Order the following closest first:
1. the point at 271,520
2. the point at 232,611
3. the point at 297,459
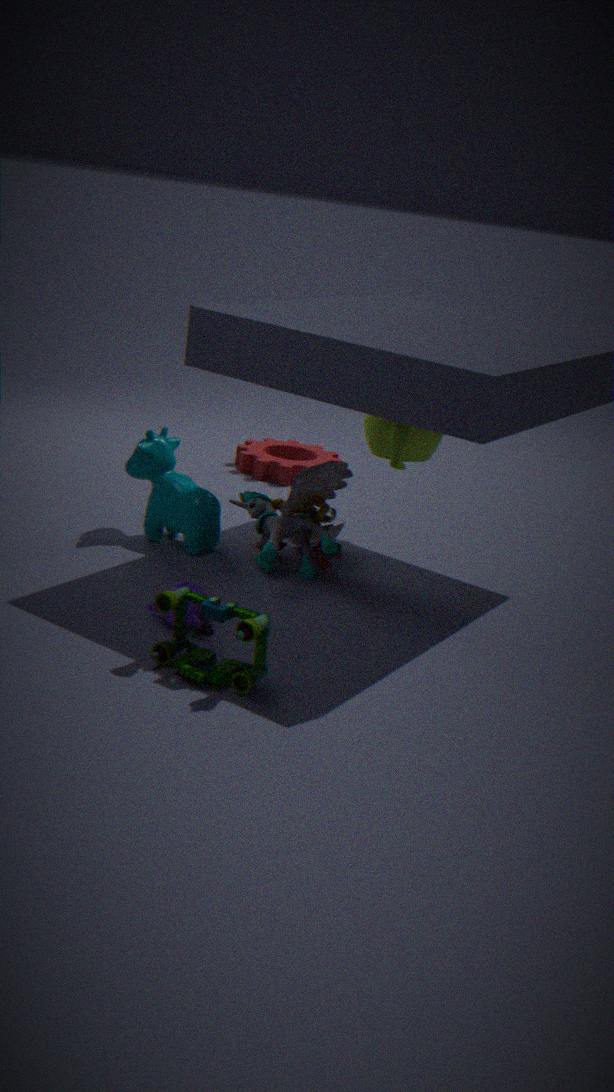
1. the point at 232,611
2. the point at 271,520
3. the point at 297,459
